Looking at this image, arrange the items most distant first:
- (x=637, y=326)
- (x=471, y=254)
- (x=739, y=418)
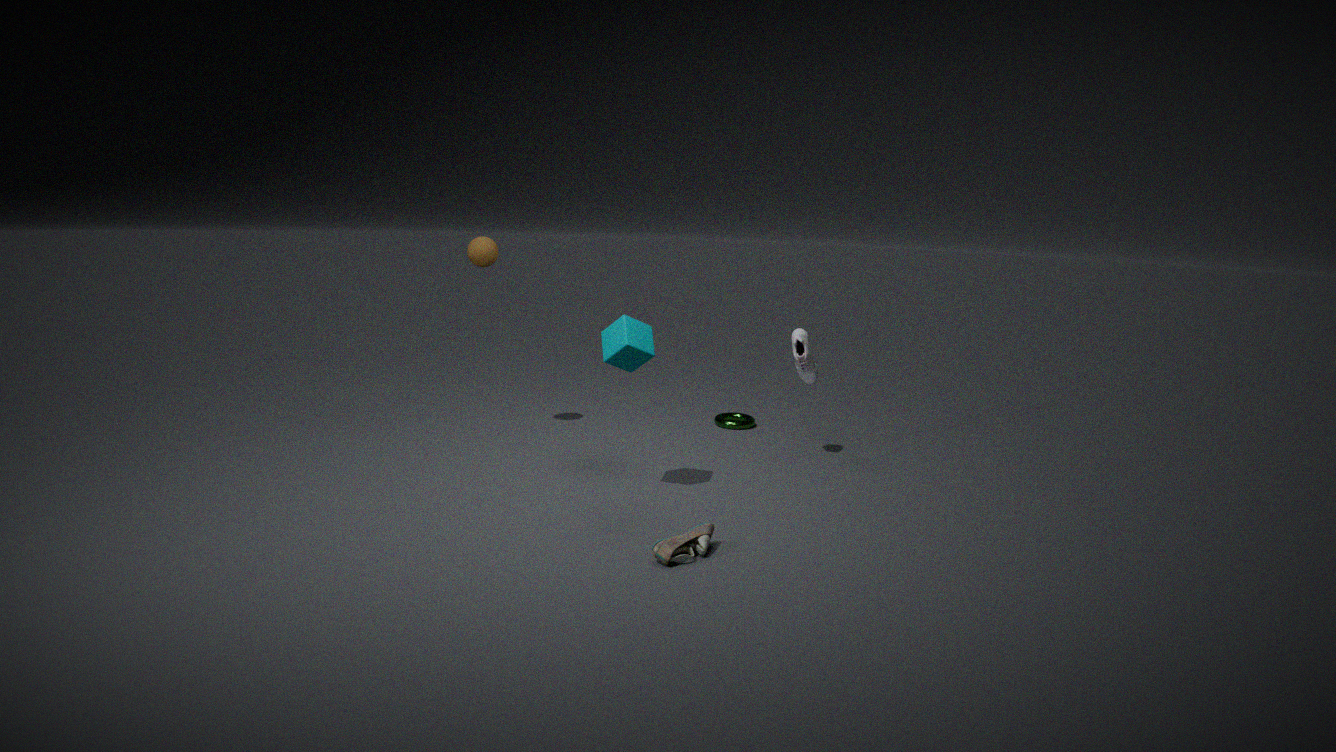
(x=739, y=418)
(x=471, y=254)
(x=637, y=326)
